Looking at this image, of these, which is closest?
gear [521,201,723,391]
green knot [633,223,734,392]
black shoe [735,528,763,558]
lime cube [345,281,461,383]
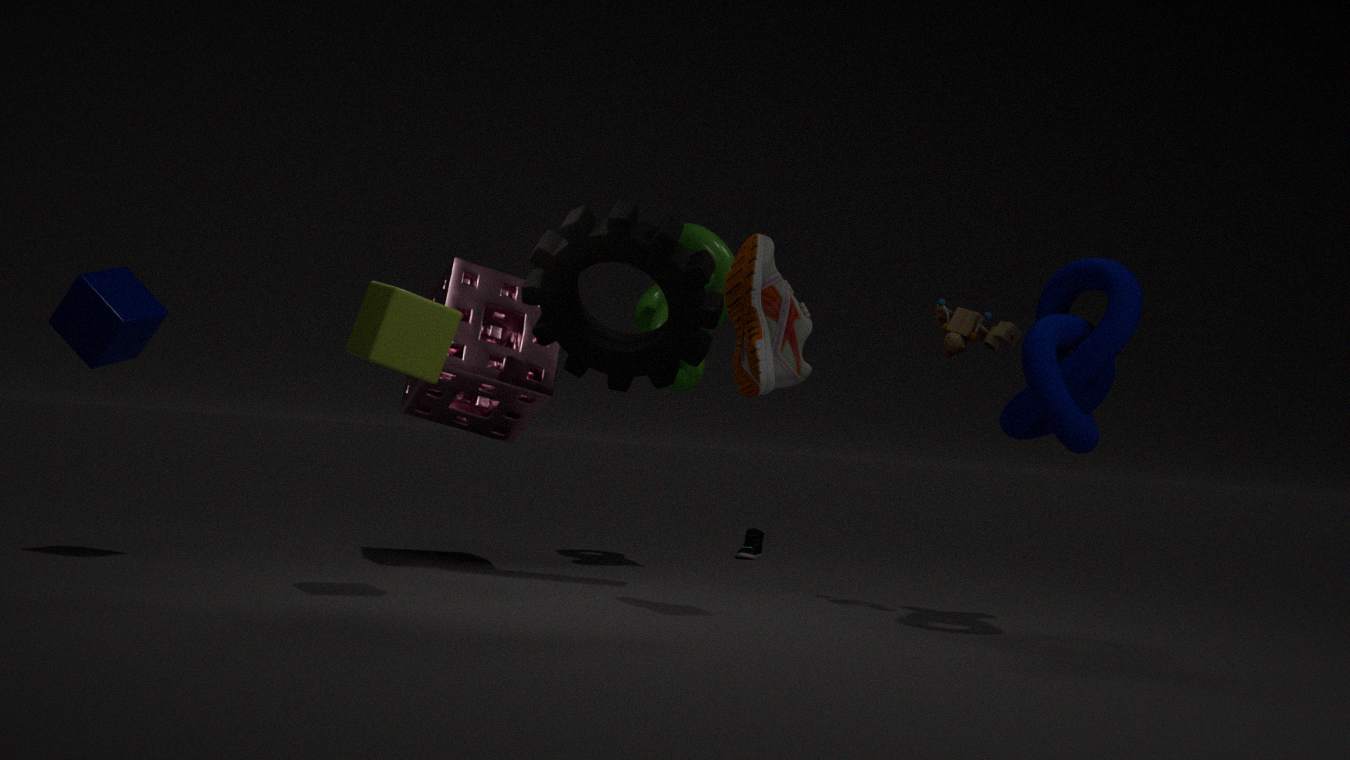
lime cube [345,281,461,383]
